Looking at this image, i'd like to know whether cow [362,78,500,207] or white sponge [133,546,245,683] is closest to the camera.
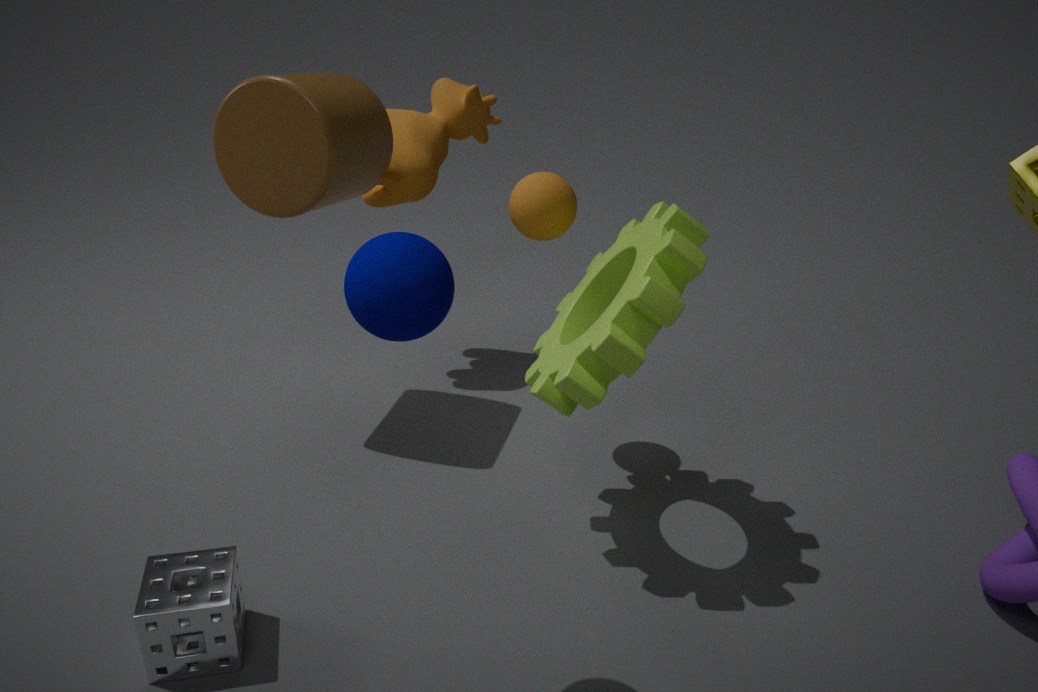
white sponge [133,546,245,683]
